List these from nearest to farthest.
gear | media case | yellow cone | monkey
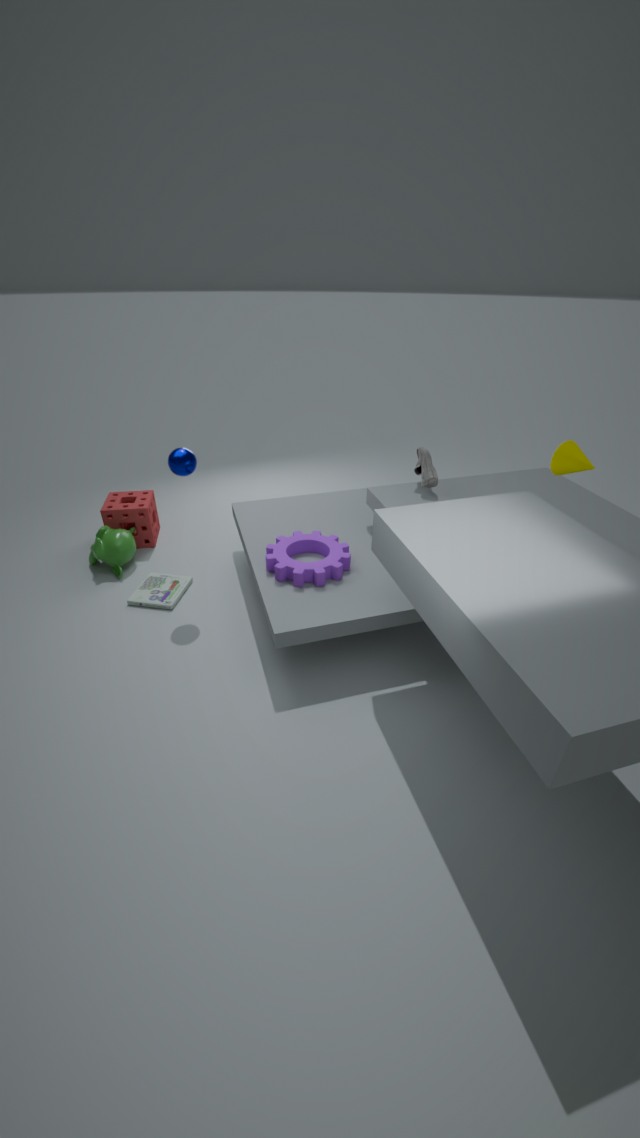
1. yellow cone
2. gear
3. media case
4. monkey
